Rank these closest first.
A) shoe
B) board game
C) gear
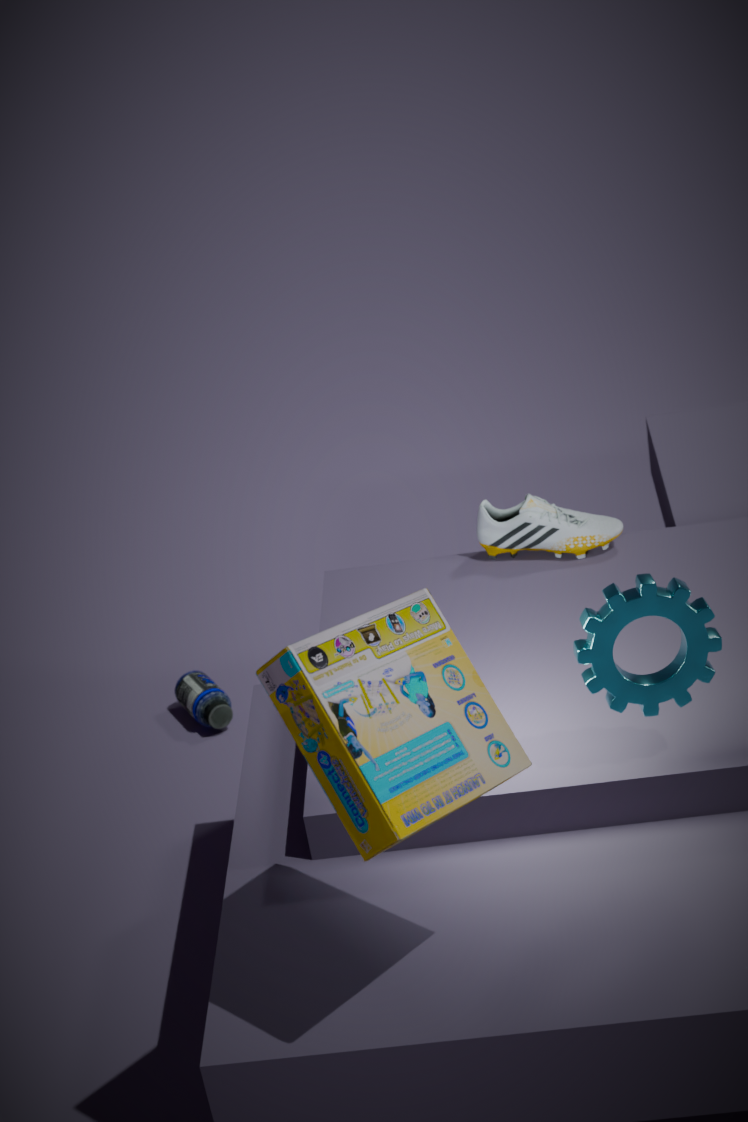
board game → gear → shoe
